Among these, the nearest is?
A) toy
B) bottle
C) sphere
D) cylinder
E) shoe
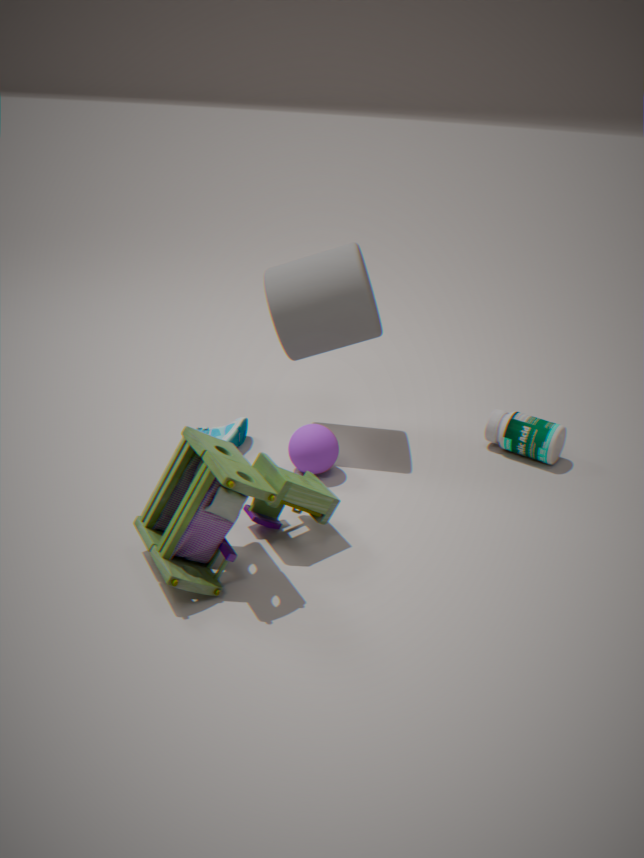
toy
